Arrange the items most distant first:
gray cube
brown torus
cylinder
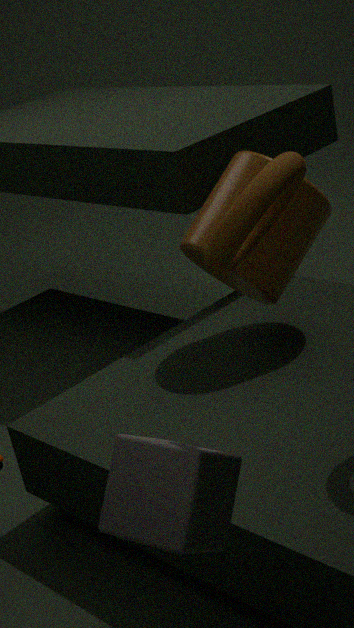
cylinder
gray cube
brown torus
